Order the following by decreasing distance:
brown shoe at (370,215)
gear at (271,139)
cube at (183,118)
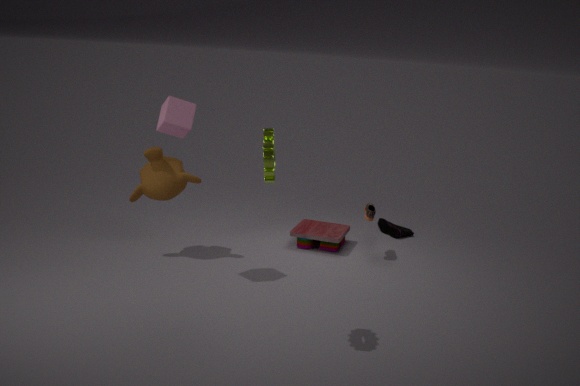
brown shoe at (370,215) < cube at (183,118) < gear at (271,139)
